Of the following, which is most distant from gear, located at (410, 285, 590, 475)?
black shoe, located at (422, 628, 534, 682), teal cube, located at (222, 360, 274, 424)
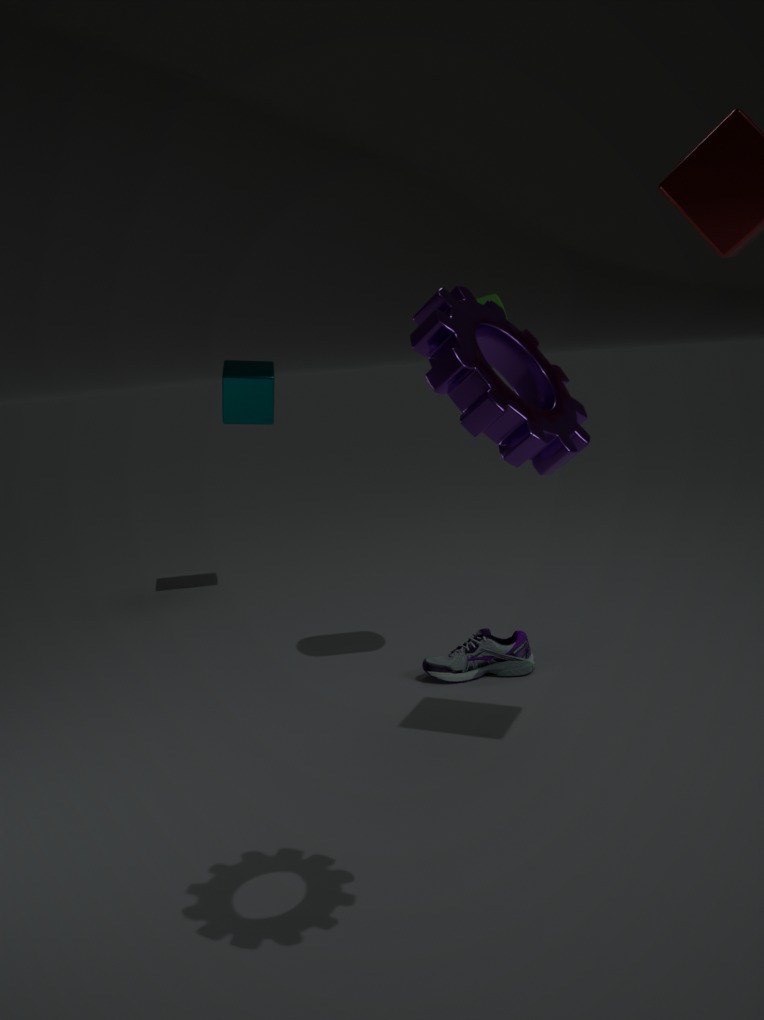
teal cube, located at (222, 360, 274, 424)
